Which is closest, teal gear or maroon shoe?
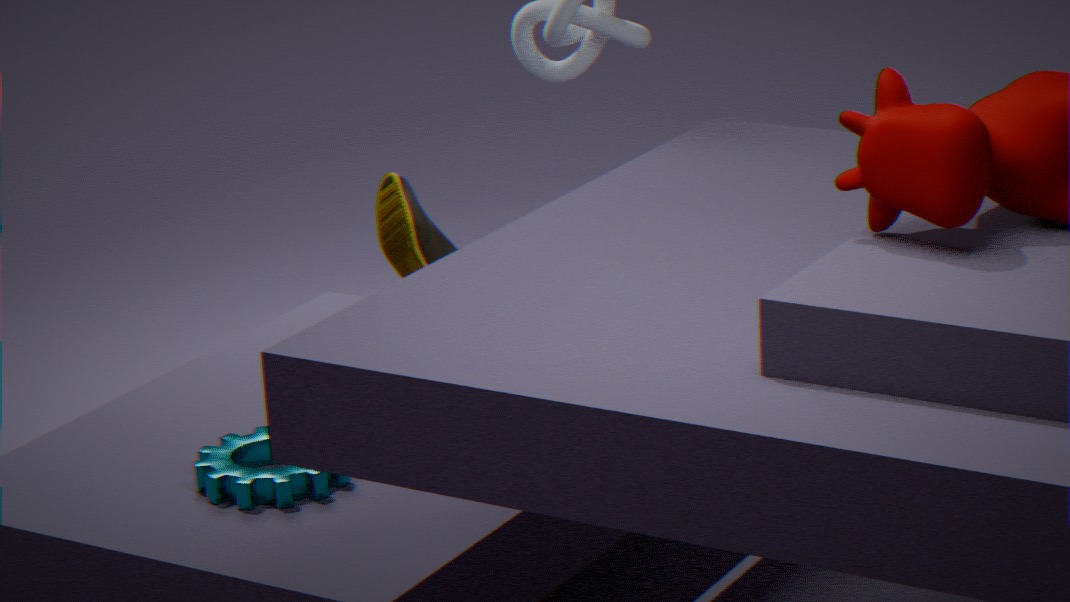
teal gear
